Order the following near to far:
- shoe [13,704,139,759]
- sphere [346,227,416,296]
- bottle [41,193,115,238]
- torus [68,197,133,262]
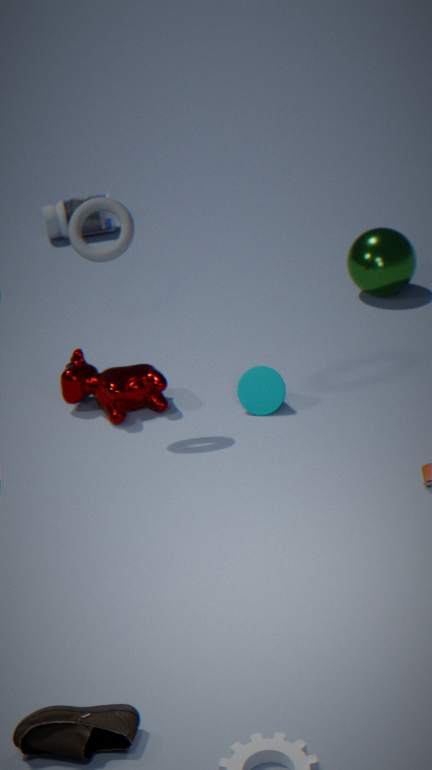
1. shoe [13,704,139,759]
2. torus [68,197,133,262]
3. sphere [346,227,416,296]
4. bottle [41,193,115,238]
